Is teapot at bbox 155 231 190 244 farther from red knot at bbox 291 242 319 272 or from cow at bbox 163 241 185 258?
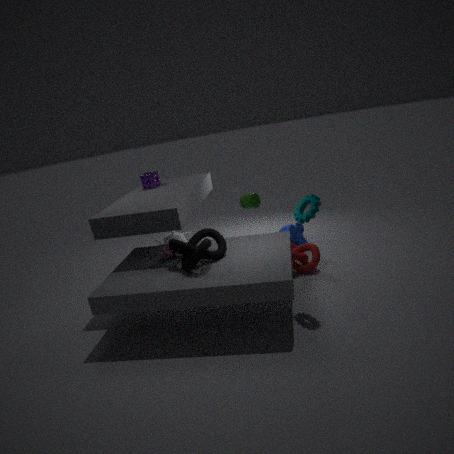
red knot at bbox 291 242 319 272
